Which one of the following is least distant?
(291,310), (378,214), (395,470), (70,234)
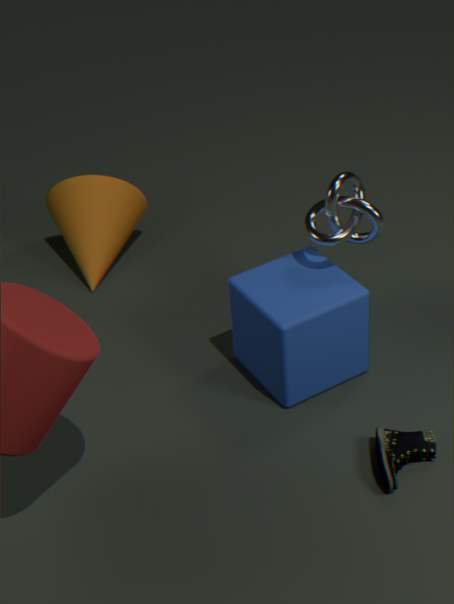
(395,470)
